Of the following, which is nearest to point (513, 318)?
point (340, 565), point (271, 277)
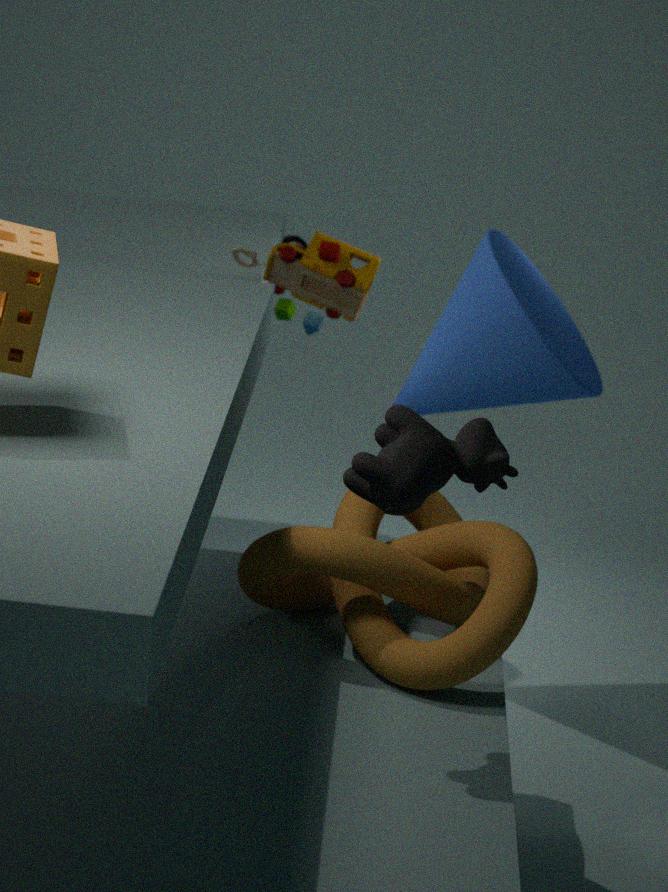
point (271, 277)
